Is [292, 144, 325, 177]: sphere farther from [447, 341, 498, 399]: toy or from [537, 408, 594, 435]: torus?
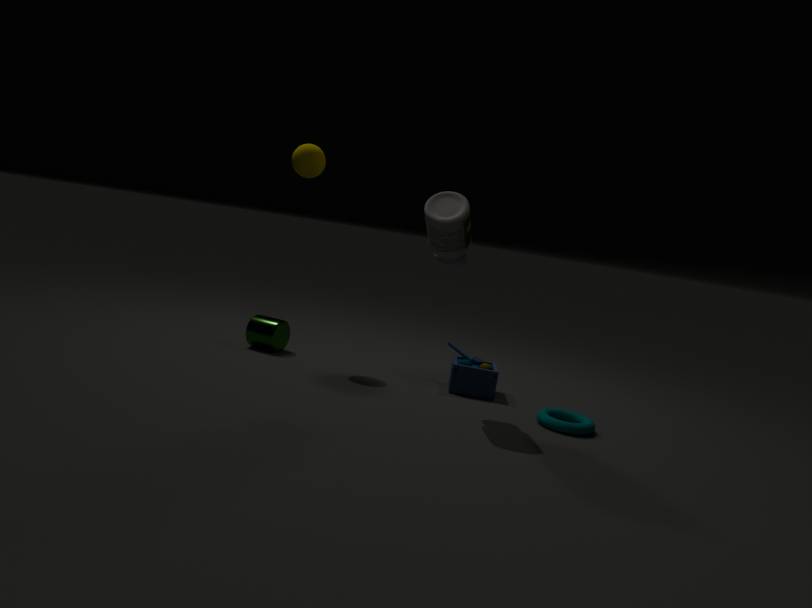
[537, 408, 594, 435]: torus
